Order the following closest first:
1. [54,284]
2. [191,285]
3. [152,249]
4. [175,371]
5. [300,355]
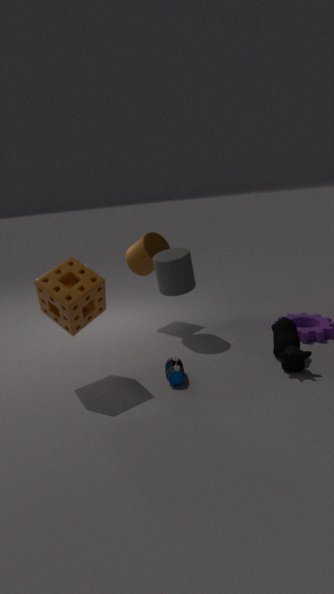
[54,284] → [300,355] → [175,371] → [191,285] → [152,249]
